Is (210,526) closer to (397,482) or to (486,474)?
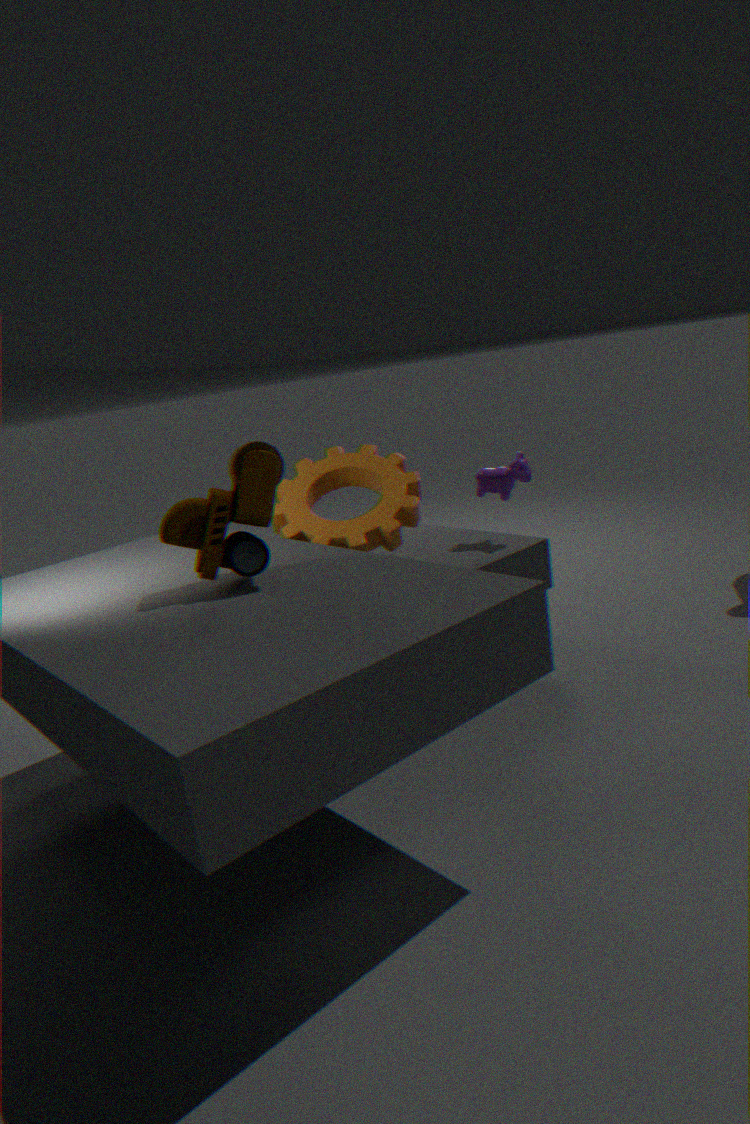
(397,482)
